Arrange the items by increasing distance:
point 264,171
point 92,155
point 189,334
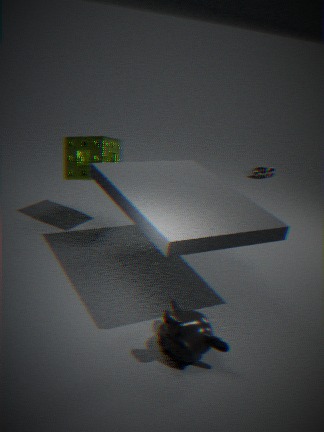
point 189,334, point 92,155, point 264,171
